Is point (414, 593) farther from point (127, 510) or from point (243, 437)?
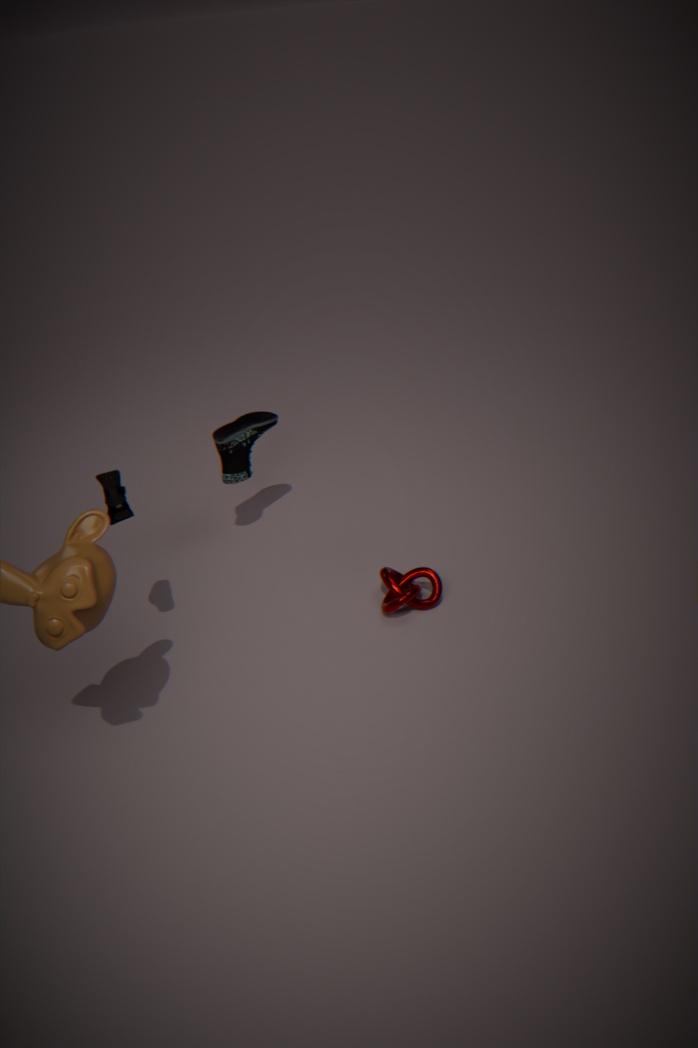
point (127, 510)
